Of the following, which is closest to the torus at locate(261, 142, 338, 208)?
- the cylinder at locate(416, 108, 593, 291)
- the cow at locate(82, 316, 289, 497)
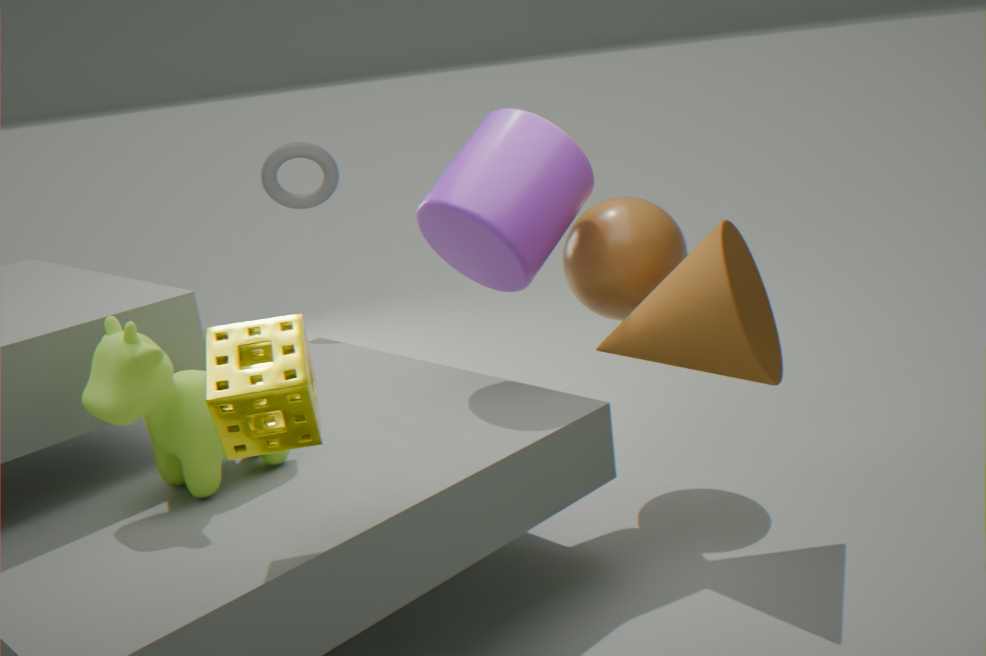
the cylinder at locate(416, 108, 593, 291)
